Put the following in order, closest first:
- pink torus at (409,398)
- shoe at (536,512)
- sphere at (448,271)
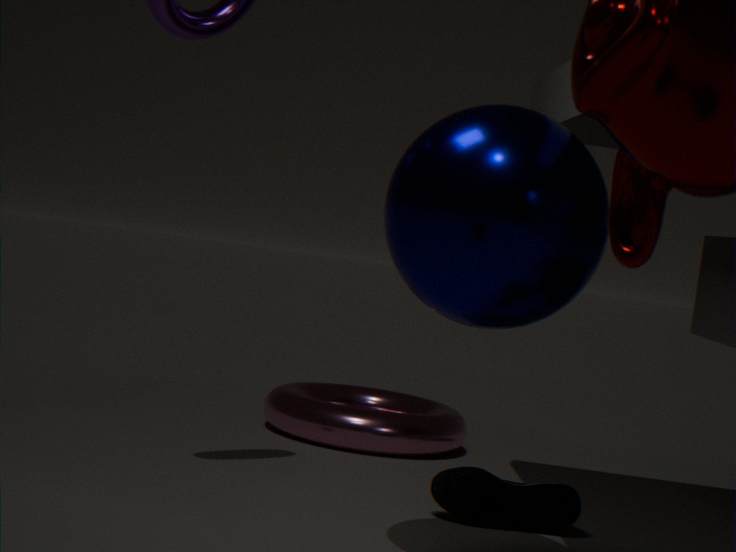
sphere at (448,271) < shoe at (536,512) < pink torus at (409,398)
